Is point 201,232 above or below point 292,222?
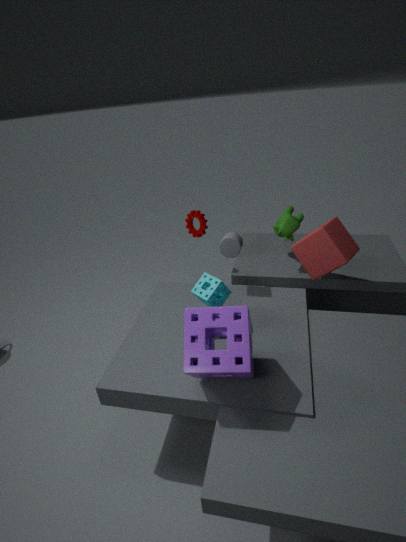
above
